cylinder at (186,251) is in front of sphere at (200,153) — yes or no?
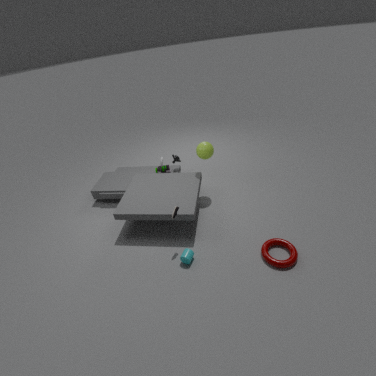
Yes
